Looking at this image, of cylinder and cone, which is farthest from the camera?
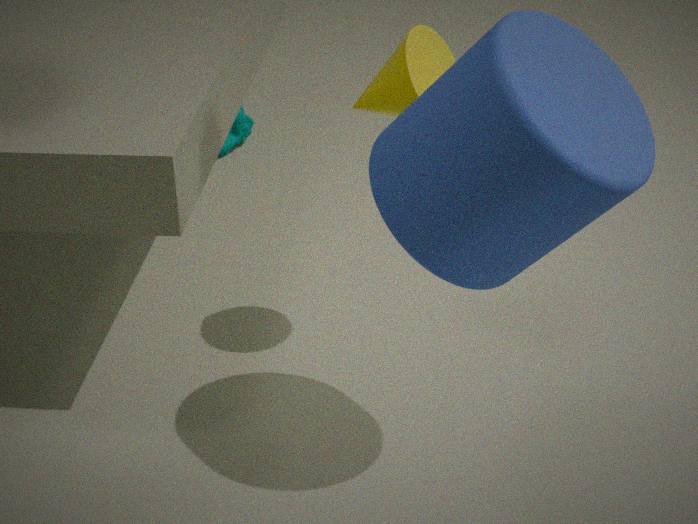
cone
